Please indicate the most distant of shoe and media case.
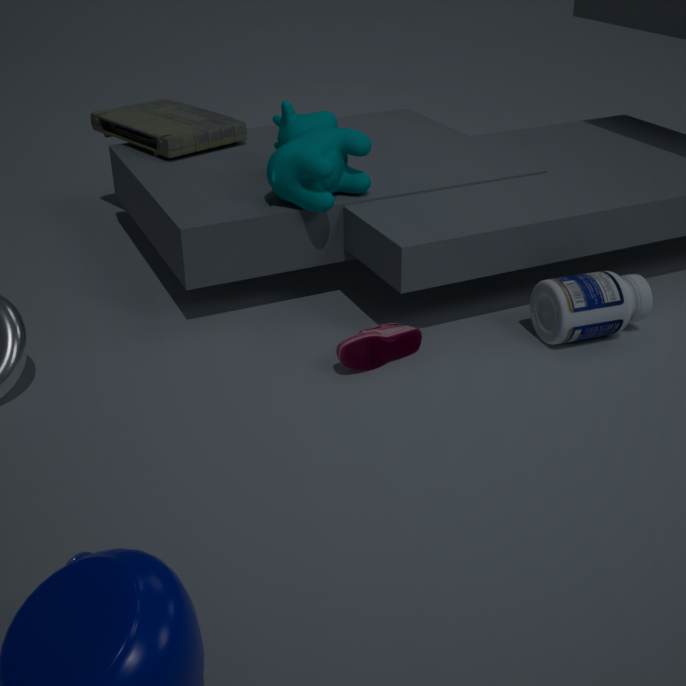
media case
